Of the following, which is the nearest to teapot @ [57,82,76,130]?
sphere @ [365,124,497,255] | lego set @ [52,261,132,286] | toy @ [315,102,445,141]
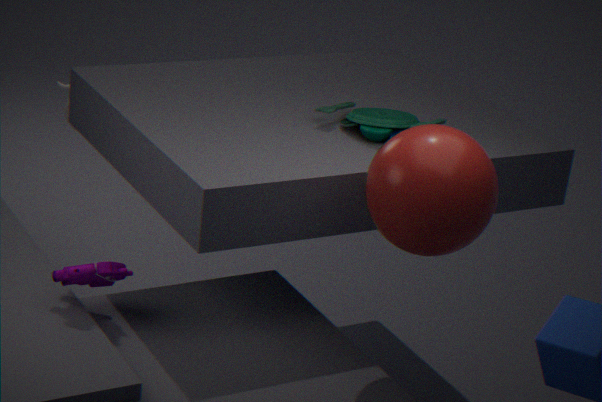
lego set @ [52,261,132,286]
